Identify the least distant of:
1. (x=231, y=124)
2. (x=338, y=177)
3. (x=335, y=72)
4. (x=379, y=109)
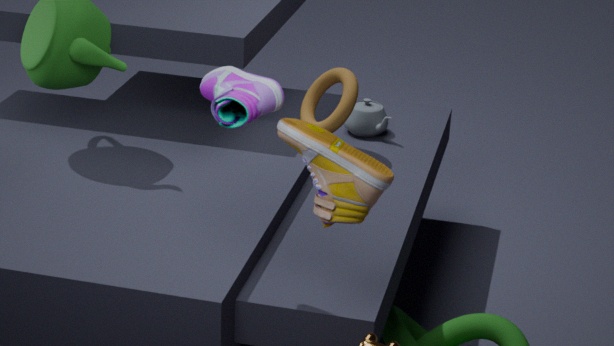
(x=231, y=124)
